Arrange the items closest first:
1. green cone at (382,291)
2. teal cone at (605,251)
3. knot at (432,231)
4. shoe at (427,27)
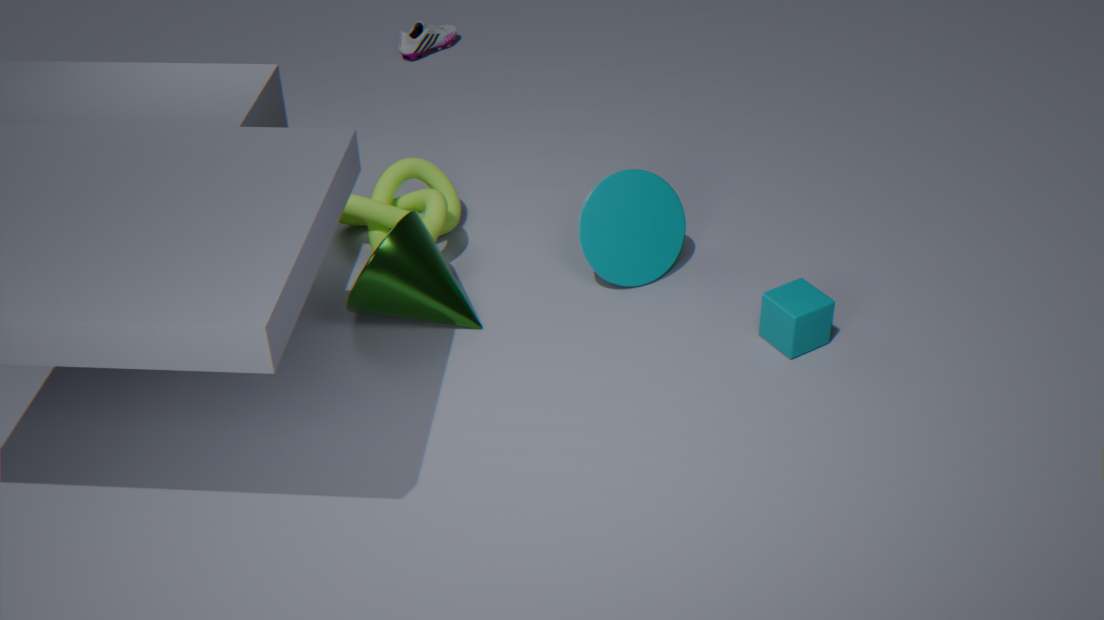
green cone at (382,291) → teal cone at (605,251) → knot at (432,231) → shoe at (427,27)
